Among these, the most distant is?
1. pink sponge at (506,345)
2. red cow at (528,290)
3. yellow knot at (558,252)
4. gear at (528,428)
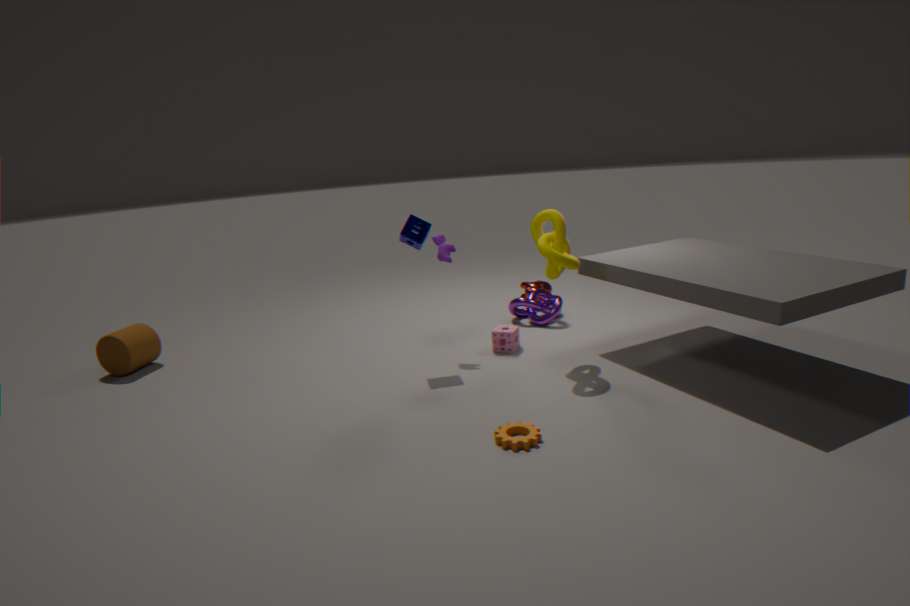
red cow at (528,290)
